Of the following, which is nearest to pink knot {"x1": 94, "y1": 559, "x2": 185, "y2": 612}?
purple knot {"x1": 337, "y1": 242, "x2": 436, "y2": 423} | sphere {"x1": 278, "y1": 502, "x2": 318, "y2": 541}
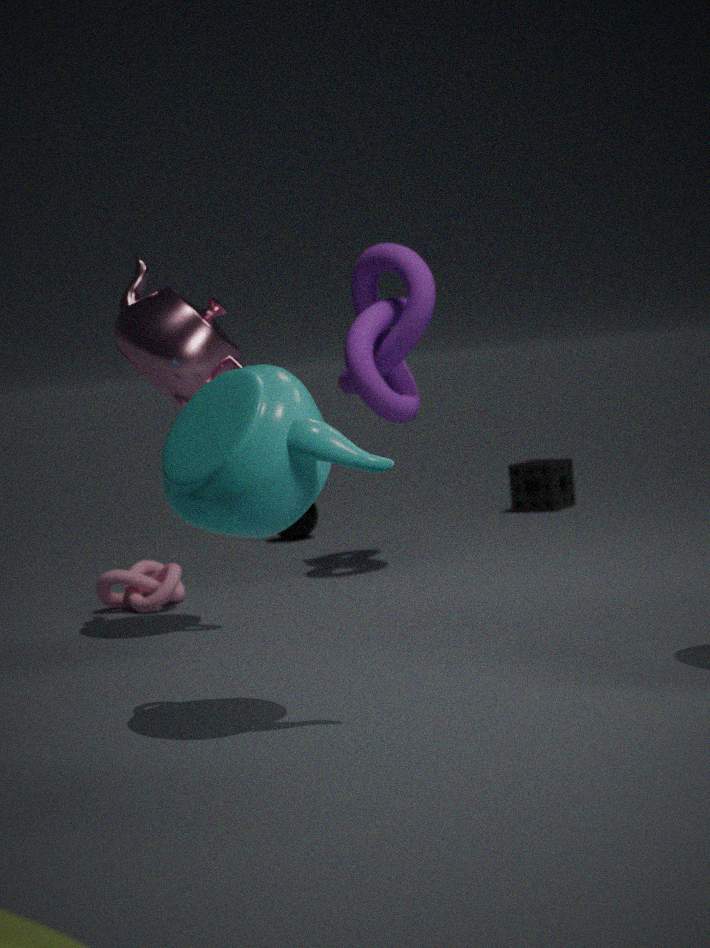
purple knot {"x1": 337, "y1": 242, "x2": 436, "y2": 423}
